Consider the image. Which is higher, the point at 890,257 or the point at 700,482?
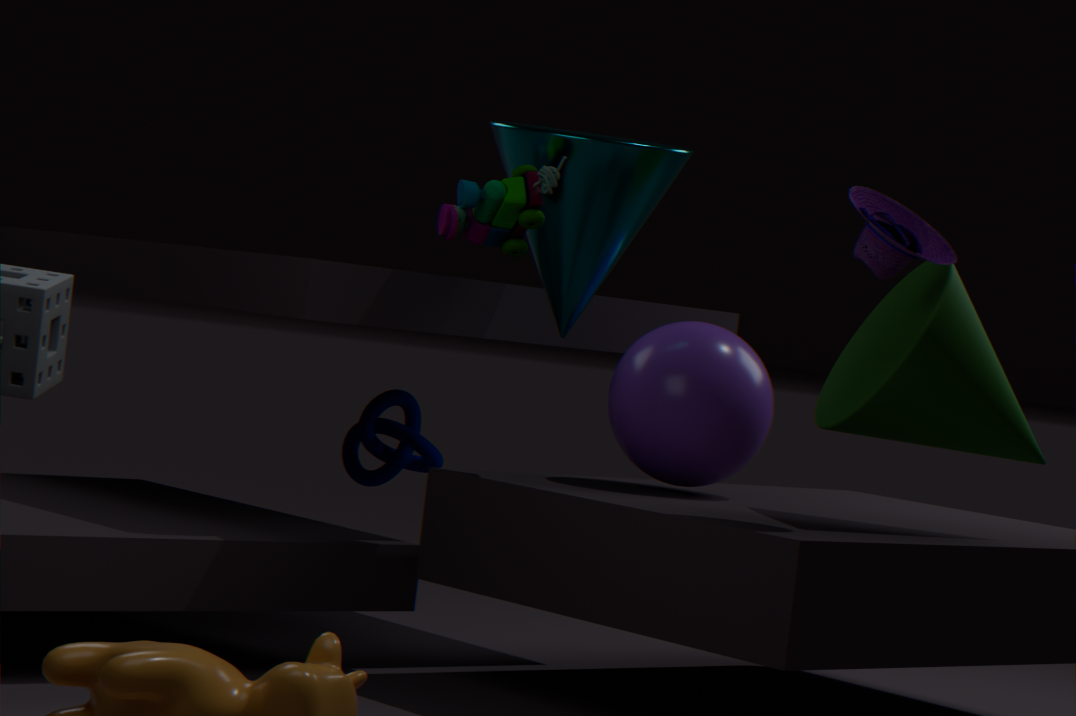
the point at 890,257
